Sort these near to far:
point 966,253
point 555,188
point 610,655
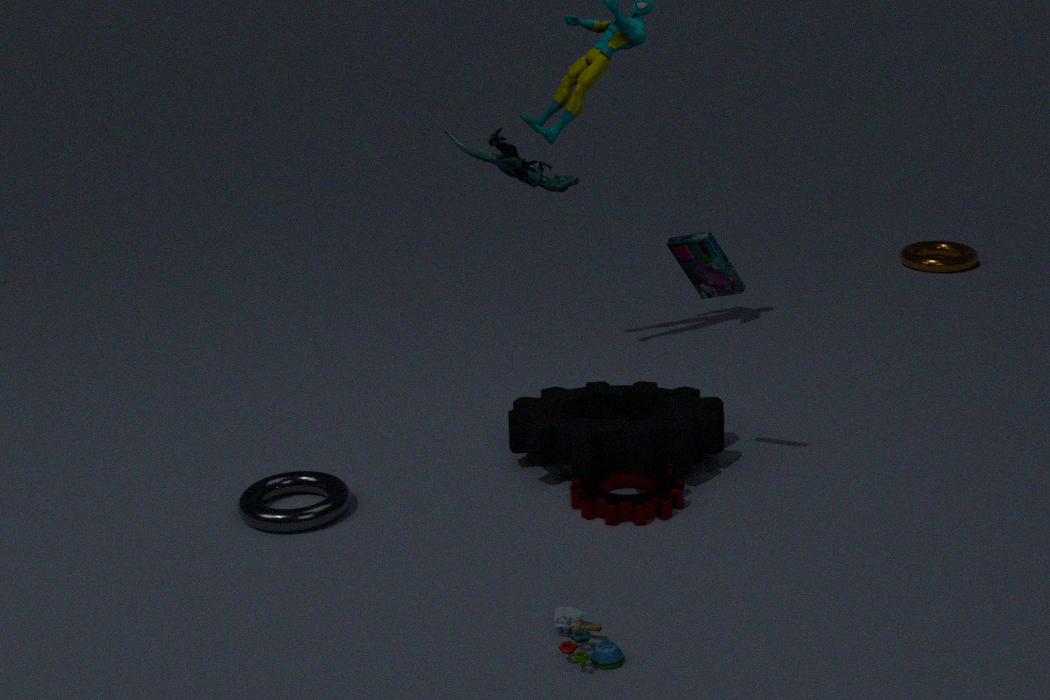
point 610,655 → point 555,188 → point 966,253
